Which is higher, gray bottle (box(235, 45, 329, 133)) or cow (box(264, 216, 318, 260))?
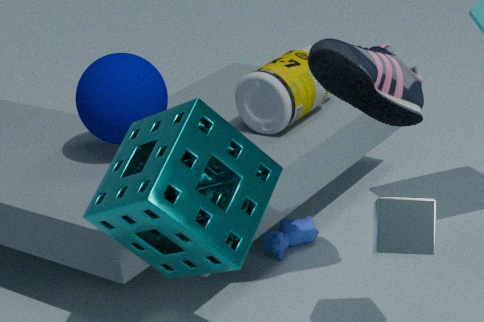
gray bottle (box(235, 45, 329, 133))
